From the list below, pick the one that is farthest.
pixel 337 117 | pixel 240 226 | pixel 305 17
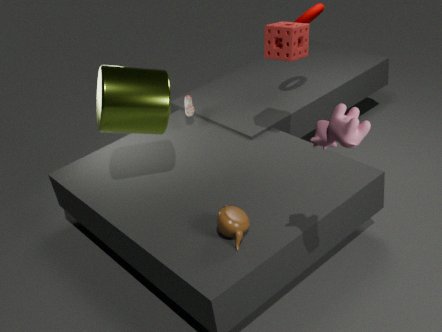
pixel 305 17
